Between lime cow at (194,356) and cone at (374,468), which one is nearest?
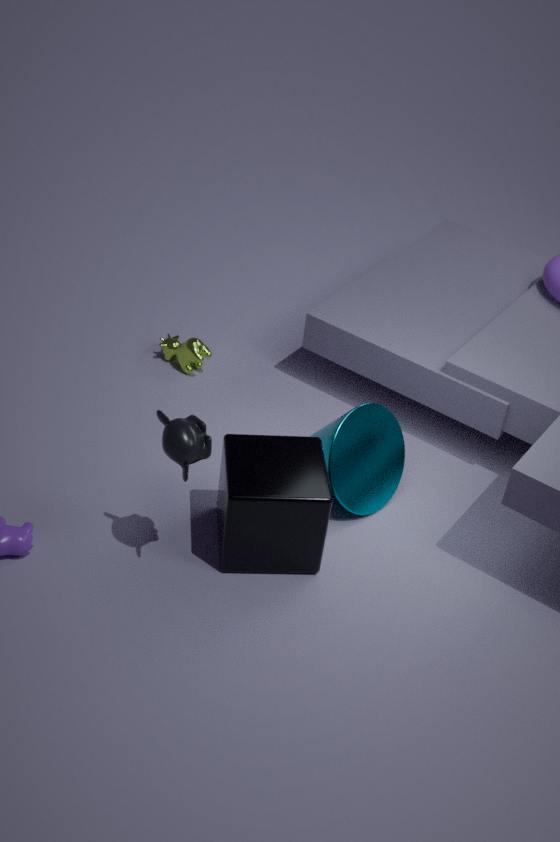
cone at (374,468)
